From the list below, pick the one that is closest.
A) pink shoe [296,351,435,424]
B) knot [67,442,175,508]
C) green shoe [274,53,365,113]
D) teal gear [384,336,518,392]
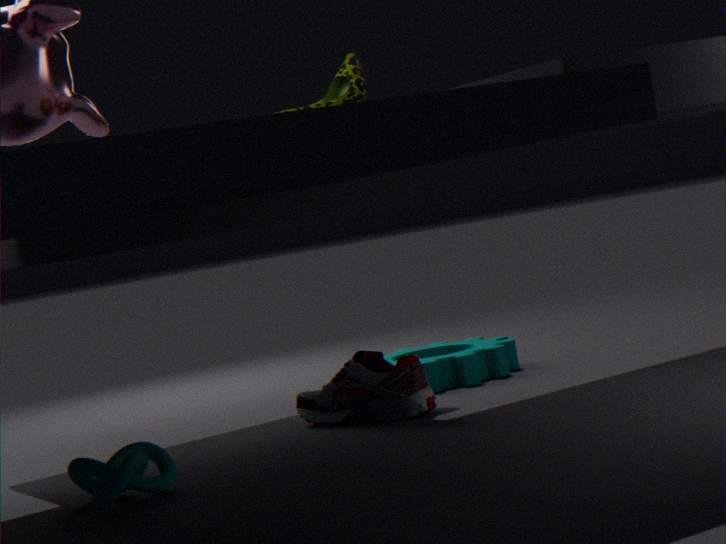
knot [67,442,175,508]
